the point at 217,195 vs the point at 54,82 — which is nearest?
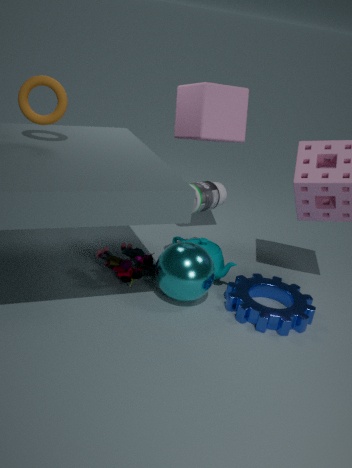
the point at 54,82
